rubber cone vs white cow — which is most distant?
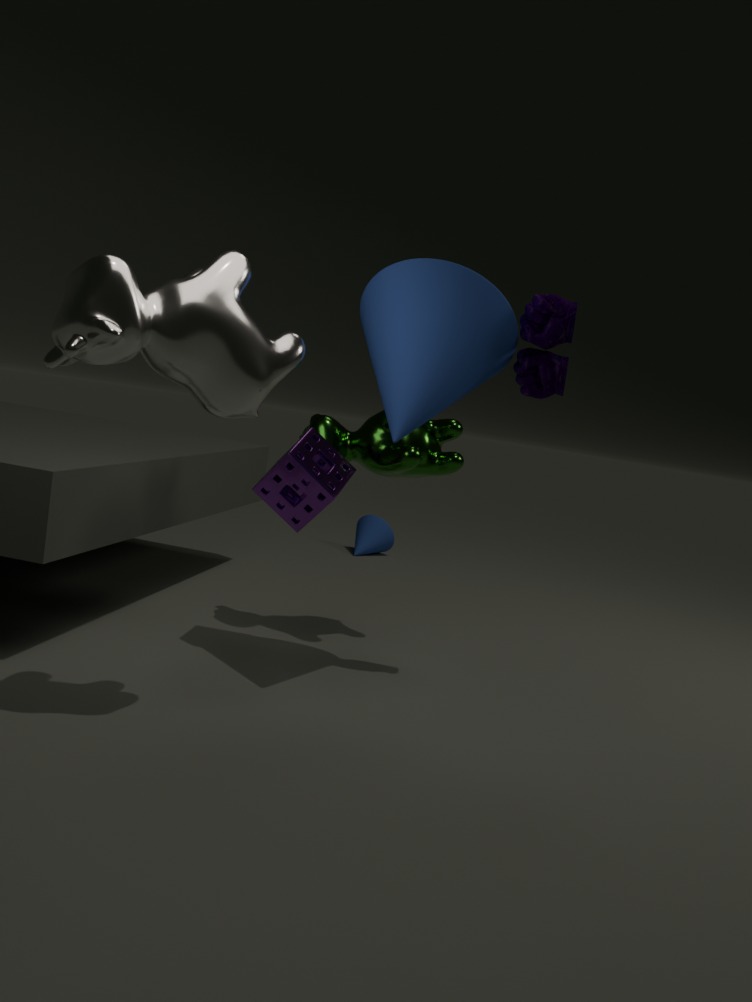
rubber cone
